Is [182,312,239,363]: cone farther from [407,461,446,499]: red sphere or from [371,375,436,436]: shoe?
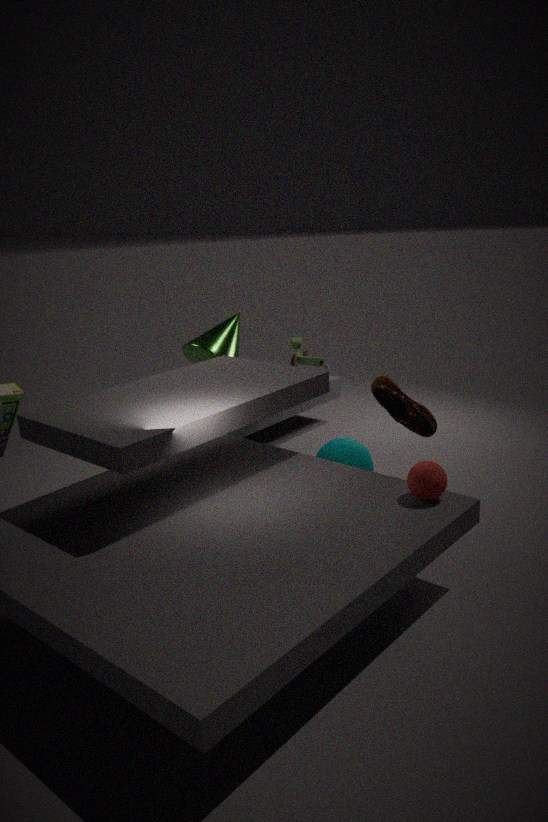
[407,461,446,499]: red sphere
